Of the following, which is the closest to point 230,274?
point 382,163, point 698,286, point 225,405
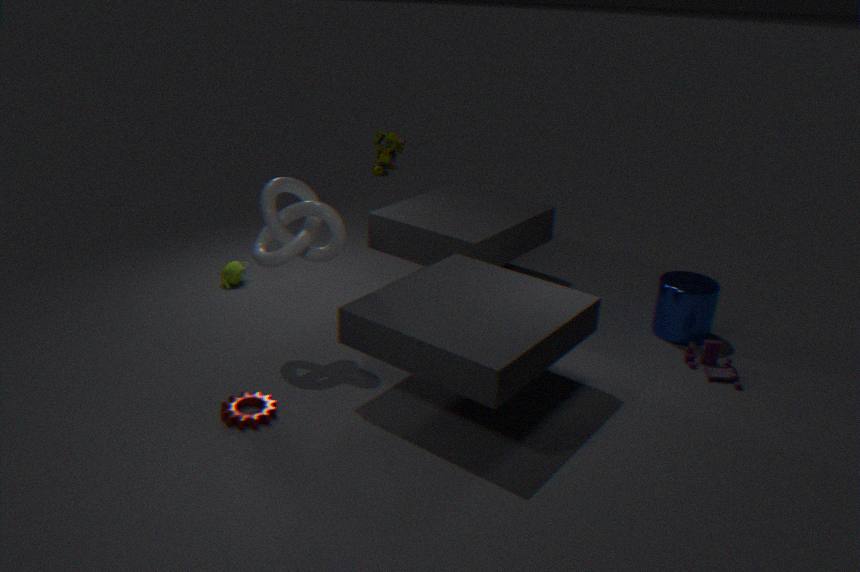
point 382,163
